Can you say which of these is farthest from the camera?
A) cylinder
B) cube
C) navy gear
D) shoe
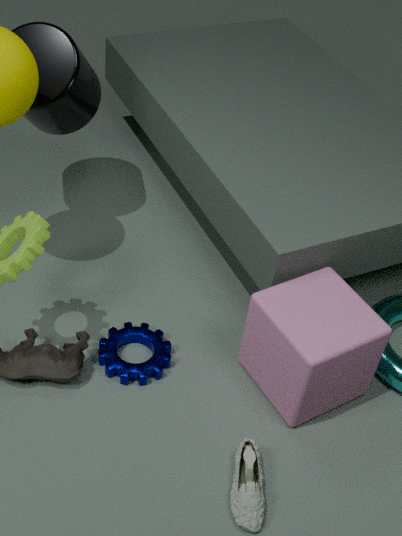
cylinder
